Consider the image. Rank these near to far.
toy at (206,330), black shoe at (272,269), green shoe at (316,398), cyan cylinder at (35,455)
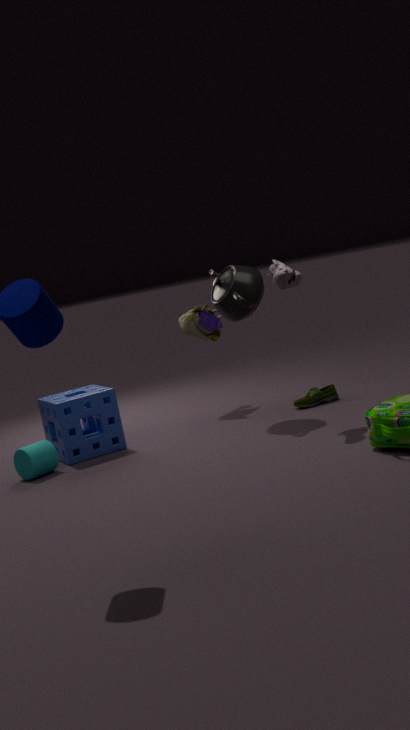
black shoe at (272,269), cyan cylinder at (35,455), green shoe at (316,398), toy at (206,330)
